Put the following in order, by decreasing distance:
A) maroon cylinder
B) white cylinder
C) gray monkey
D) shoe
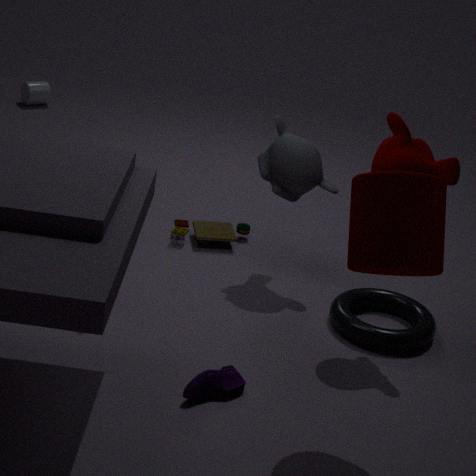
white cylinder
gray monkey
shoe
maroon cylinder
